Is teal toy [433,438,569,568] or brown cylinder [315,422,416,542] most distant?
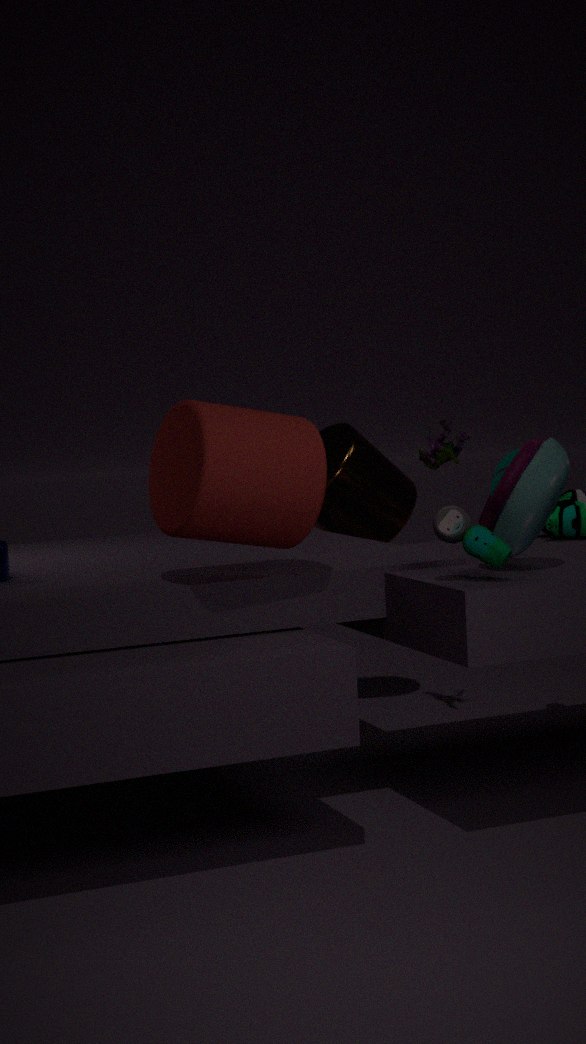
brown cylinder [315,422,416,542]
